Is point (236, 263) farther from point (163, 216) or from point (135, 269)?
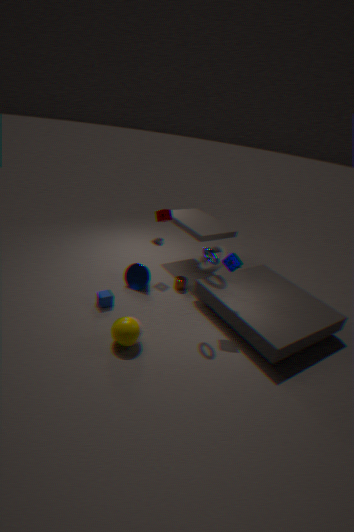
point (135, 269)
